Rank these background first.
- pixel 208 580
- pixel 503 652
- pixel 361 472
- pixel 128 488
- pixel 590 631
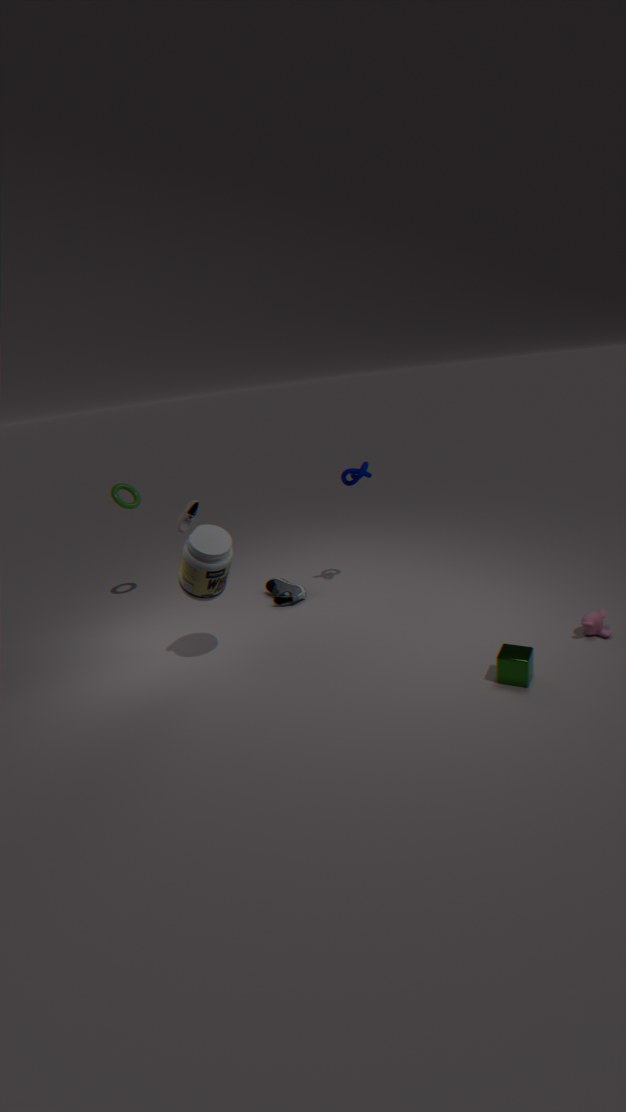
pixel 128 488
pixel 361 472
pixel 208 580
pixel 590 631
pixel 503 652
